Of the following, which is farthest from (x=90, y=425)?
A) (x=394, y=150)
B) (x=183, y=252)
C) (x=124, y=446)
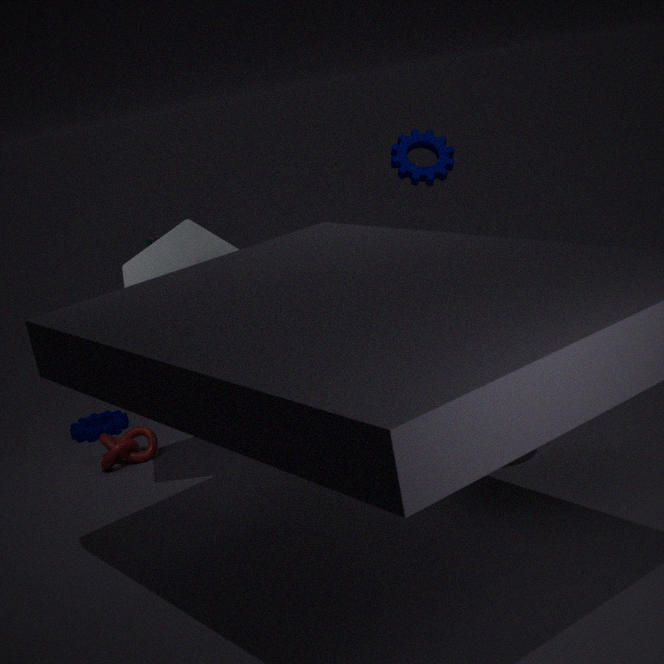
(x=394, y=150)
